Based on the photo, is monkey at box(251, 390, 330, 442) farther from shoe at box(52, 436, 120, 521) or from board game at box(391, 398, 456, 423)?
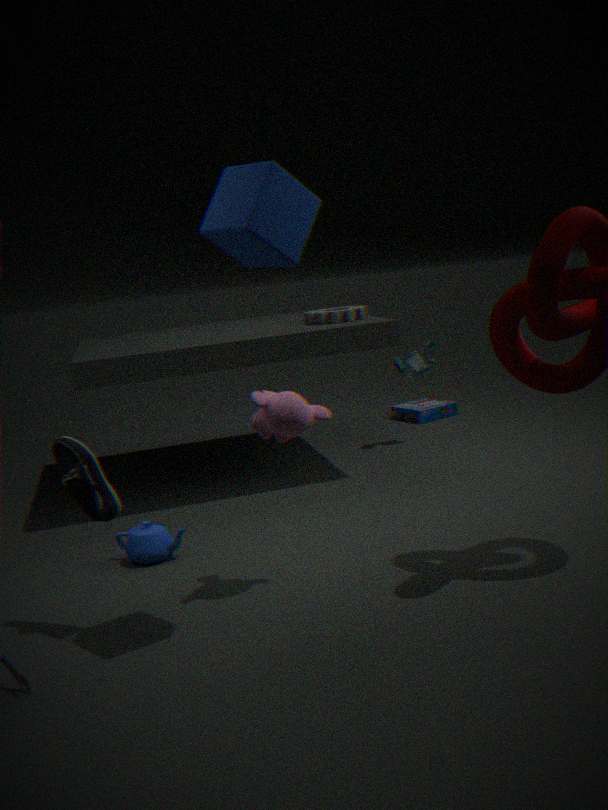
board game at box(391, 398, 456, 423)
